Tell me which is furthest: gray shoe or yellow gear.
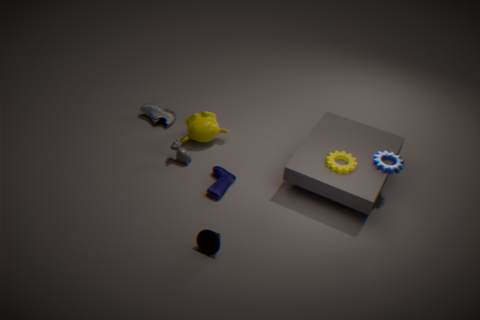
gray shoe
